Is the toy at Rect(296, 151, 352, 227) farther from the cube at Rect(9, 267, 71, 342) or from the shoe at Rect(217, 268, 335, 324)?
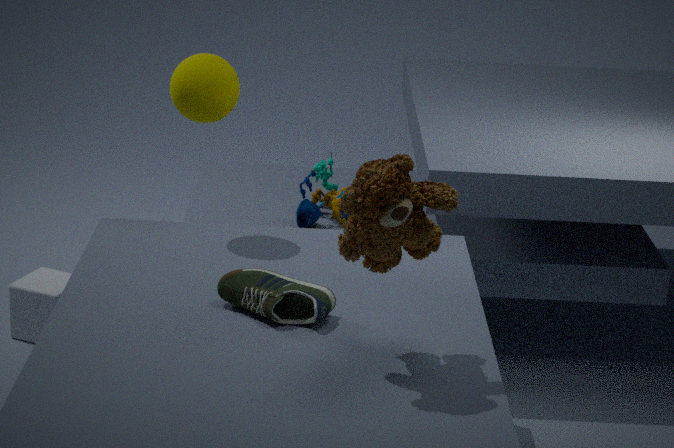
the shoe at Rect(217, 268, 335, 324)
